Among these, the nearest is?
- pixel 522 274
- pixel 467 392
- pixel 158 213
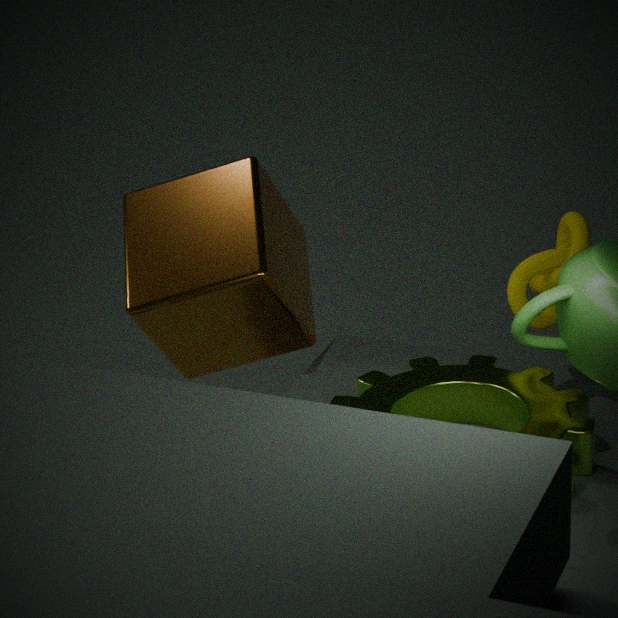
pixel 467 392
